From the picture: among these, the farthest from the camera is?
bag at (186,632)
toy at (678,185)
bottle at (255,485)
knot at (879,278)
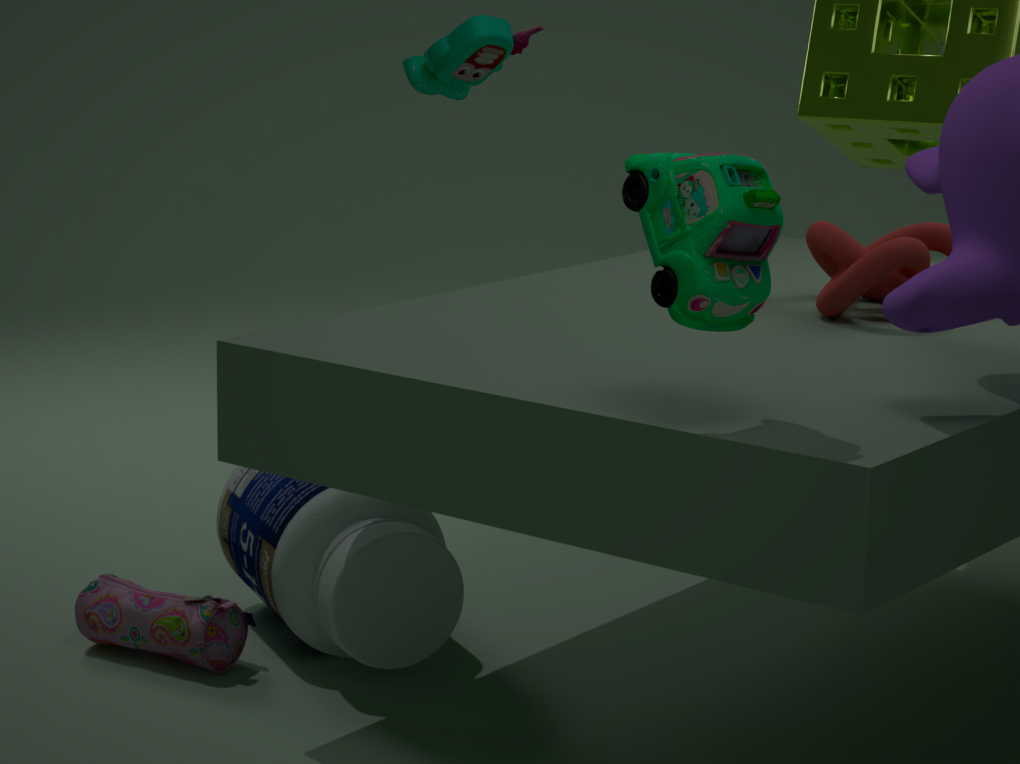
bag at (186,632)
